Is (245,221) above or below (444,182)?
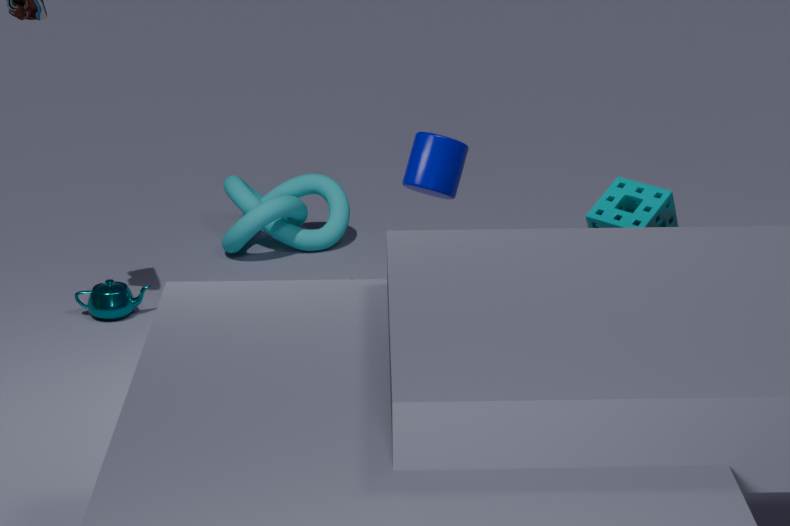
below
